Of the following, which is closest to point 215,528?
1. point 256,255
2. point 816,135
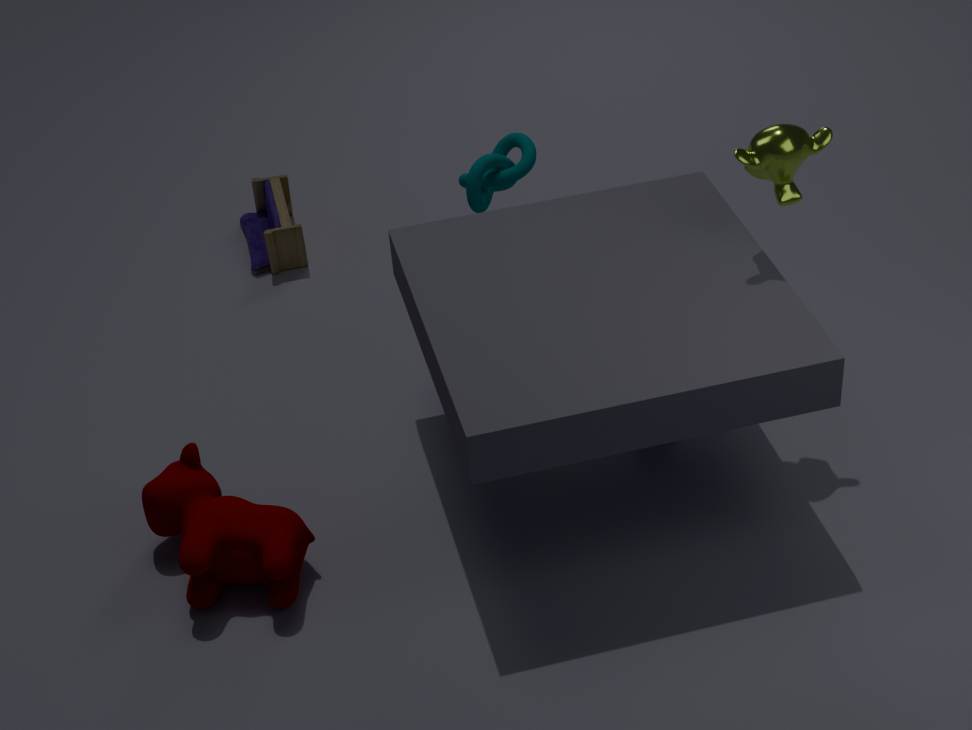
point 256,255
